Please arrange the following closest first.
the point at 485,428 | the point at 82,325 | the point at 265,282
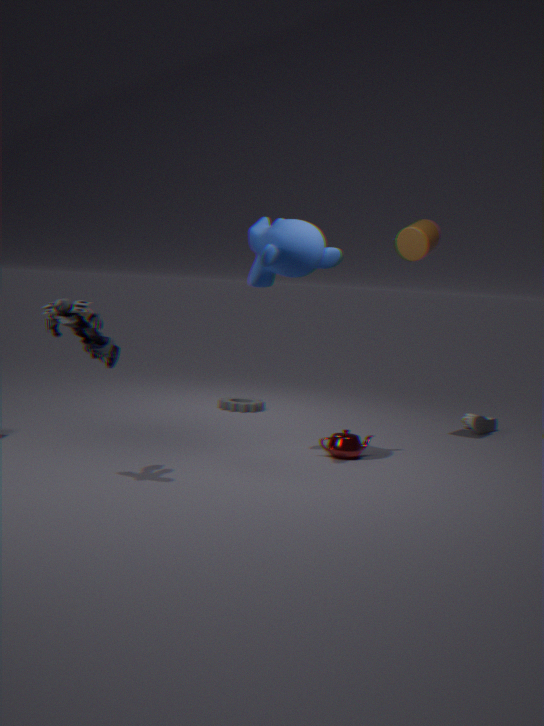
1. the point at 82,325
2. the point at 265,282
3. the point at 485,428
